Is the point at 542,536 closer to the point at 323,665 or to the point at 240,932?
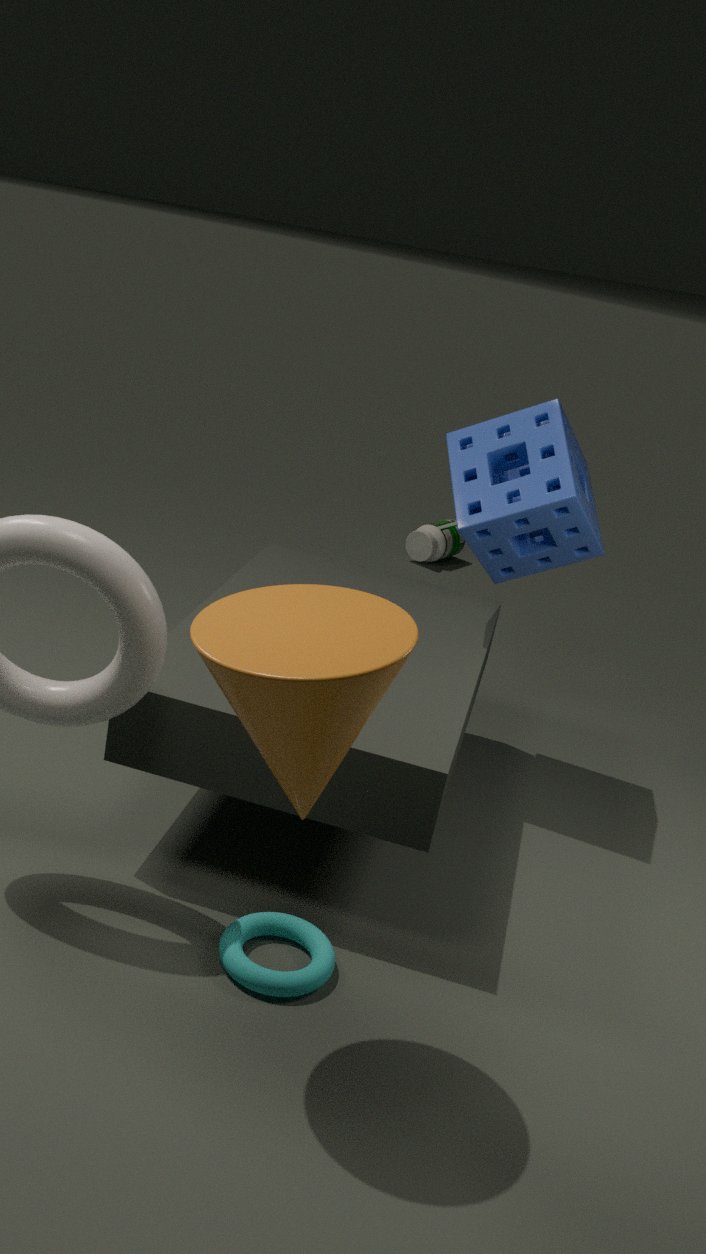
the point at 323,665
